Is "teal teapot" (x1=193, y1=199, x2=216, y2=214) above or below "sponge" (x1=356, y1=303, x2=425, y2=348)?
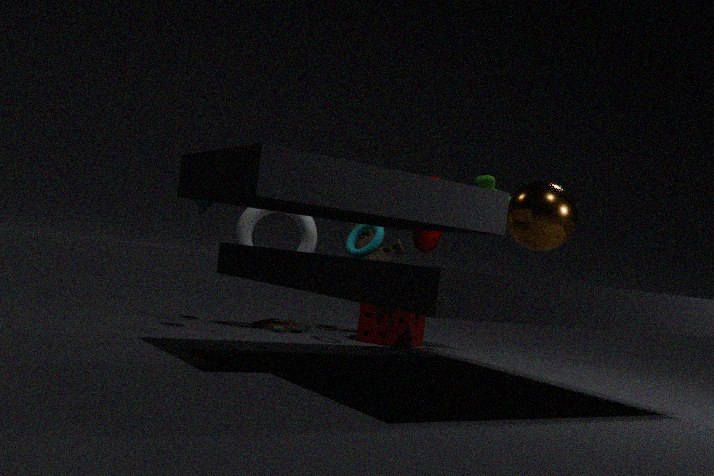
above
